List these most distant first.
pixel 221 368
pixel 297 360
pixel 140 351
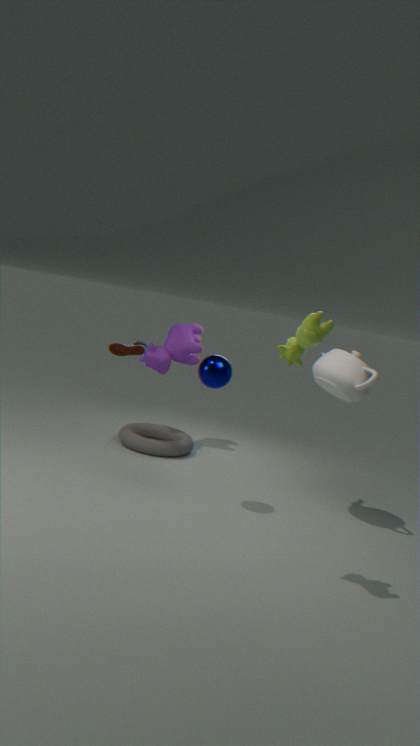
pixel 140 351
pixel 221 368
pixel 297 360
